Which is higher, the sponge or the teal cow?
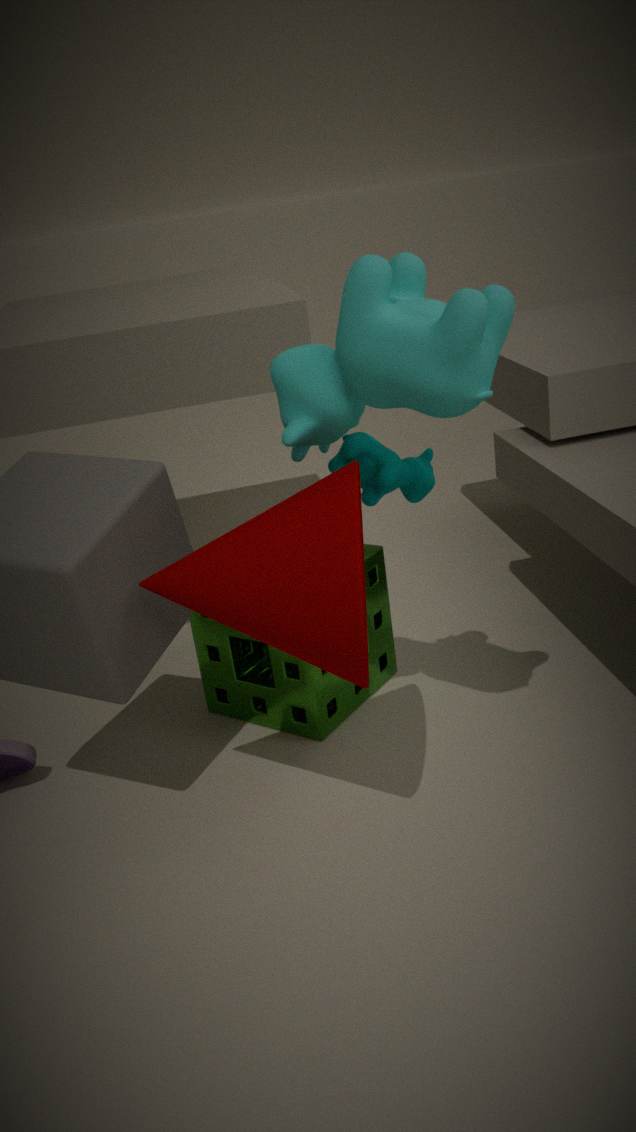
the teal cow
